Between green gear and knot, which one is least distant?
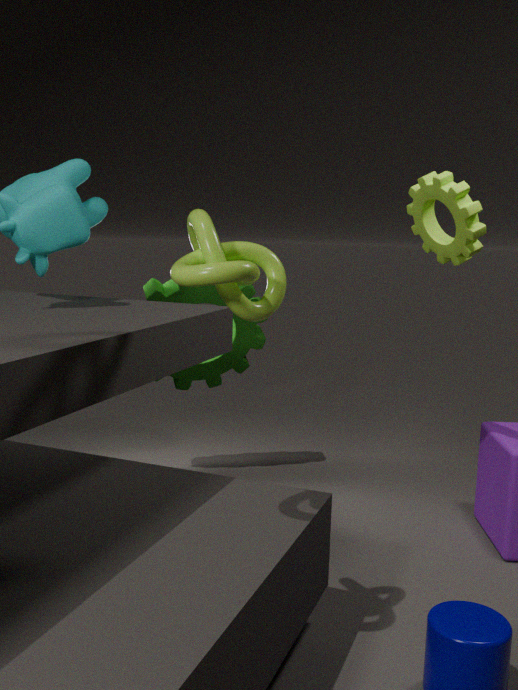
knot
